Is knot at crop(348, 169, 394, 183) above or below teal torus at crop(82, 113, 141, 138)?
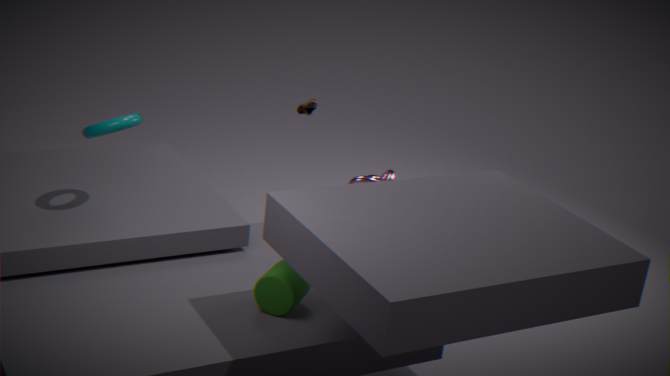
below
